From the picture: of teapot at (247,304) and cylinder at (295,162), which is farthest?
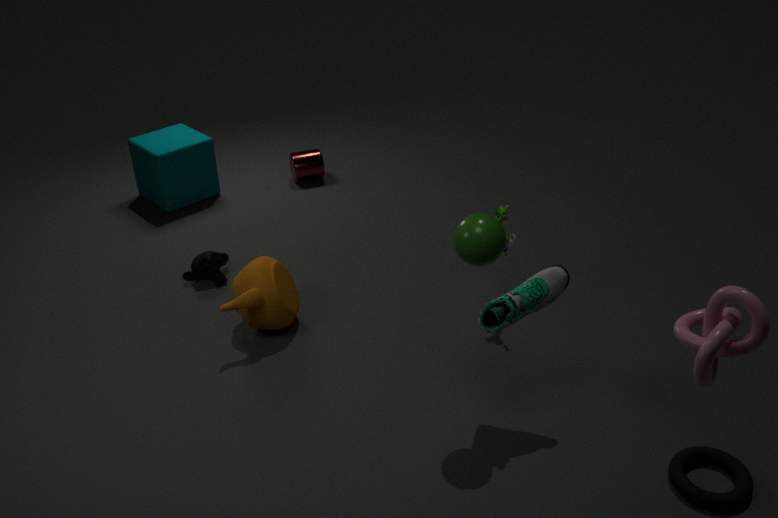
cylinder at (295,162)
